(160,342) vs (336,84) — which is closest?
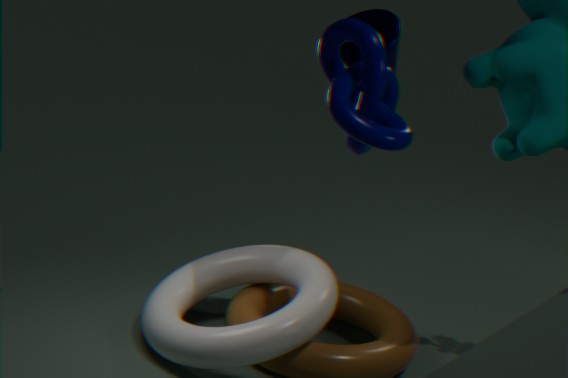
(336,84)
